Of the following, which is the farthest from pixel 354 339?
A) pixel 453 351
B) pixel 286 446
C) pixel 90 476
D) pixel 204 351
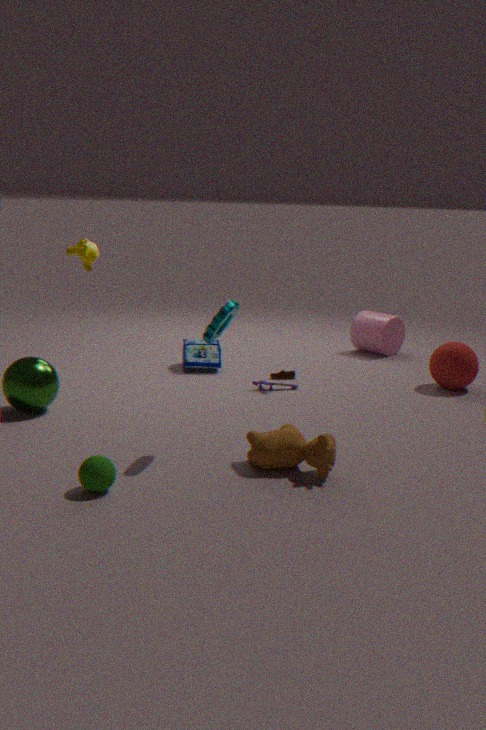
pixel 90 476
